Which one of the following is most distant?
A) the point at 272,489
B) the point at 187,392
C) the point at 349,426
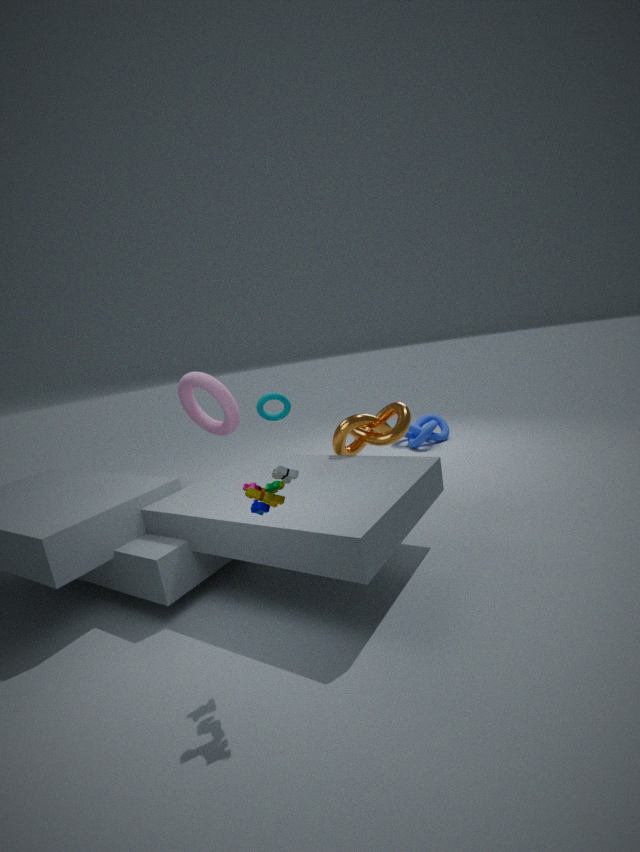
the point at 187,392
